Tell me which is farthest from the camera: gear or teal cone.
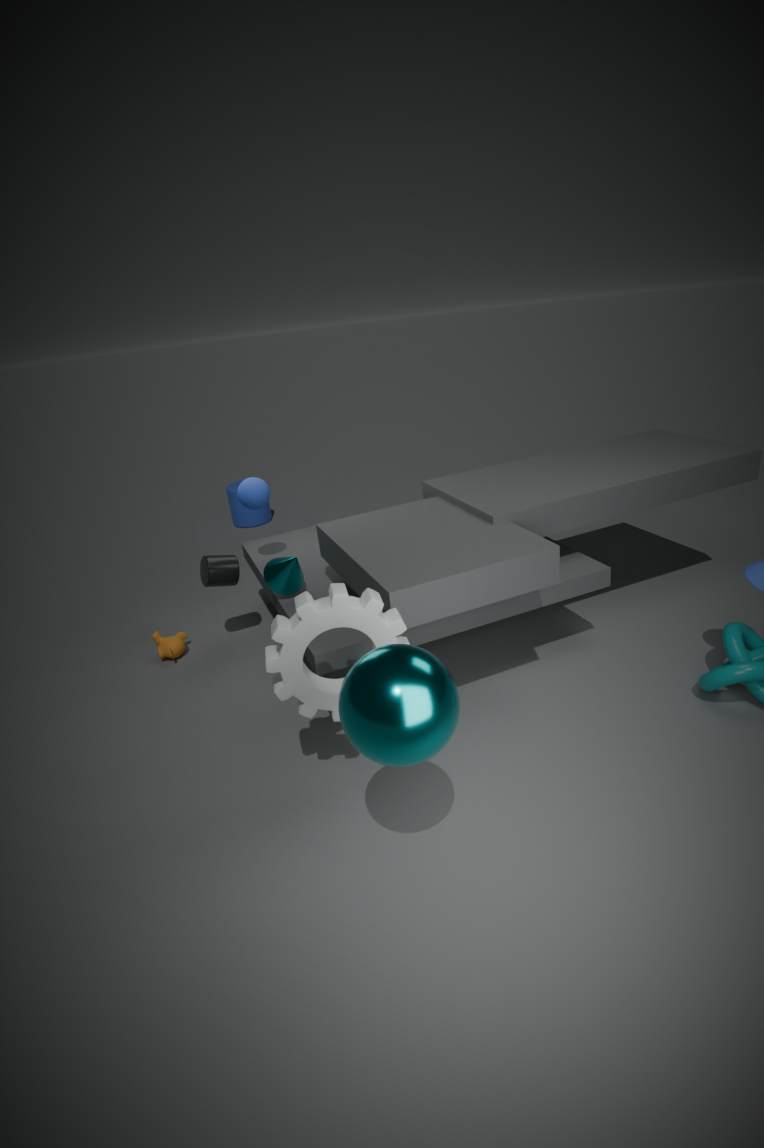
teal cone
